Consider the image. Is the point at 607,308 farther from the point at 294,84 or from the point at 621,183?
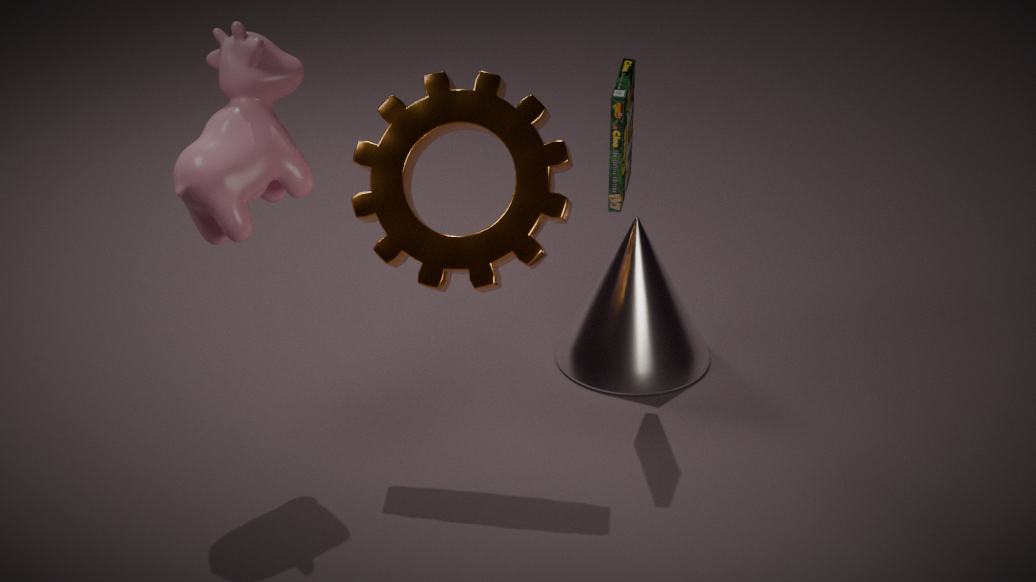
the point at 294,84
